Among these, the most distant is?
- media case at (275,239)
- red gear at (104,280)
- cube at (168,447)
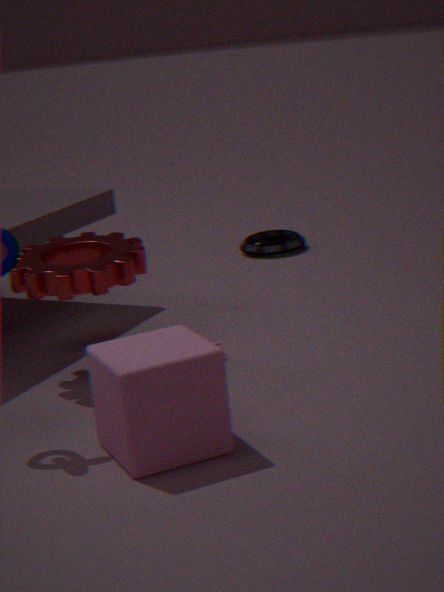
media case at (275,239)
